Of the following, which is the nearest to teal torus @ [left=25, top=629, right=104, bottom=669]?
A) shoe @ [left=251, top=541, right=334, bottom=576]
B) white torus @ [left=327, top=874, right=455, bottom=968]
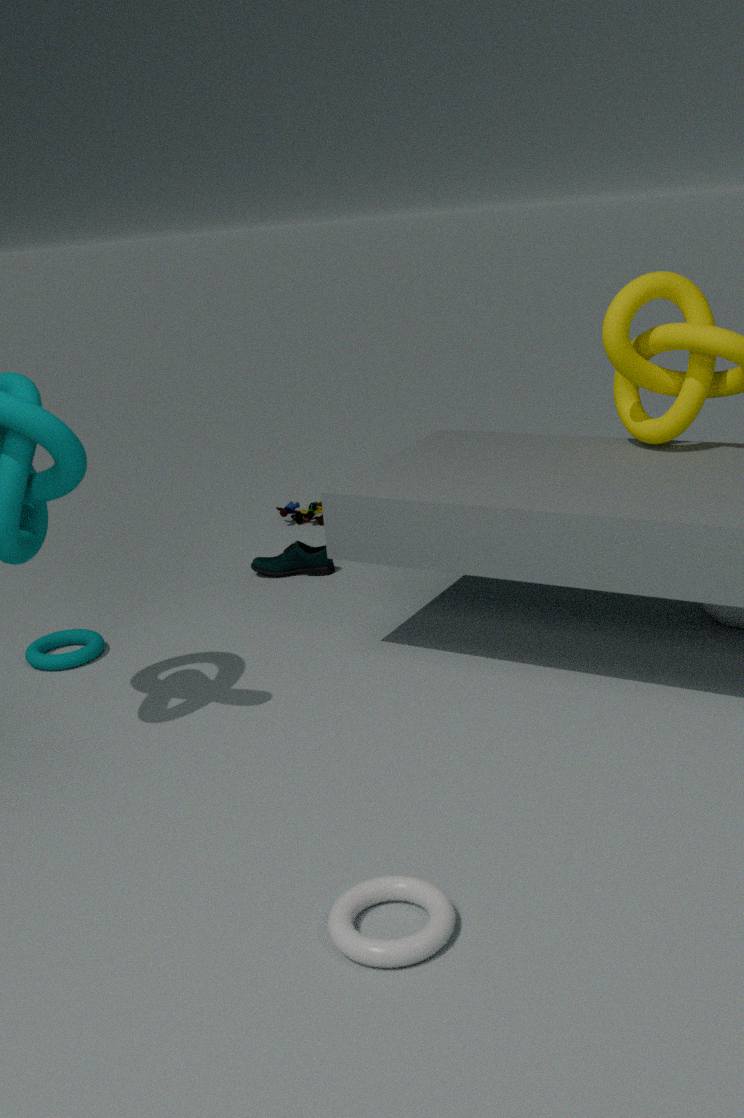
shoe @ [left=251, top=541, right=334, bottom=576]
